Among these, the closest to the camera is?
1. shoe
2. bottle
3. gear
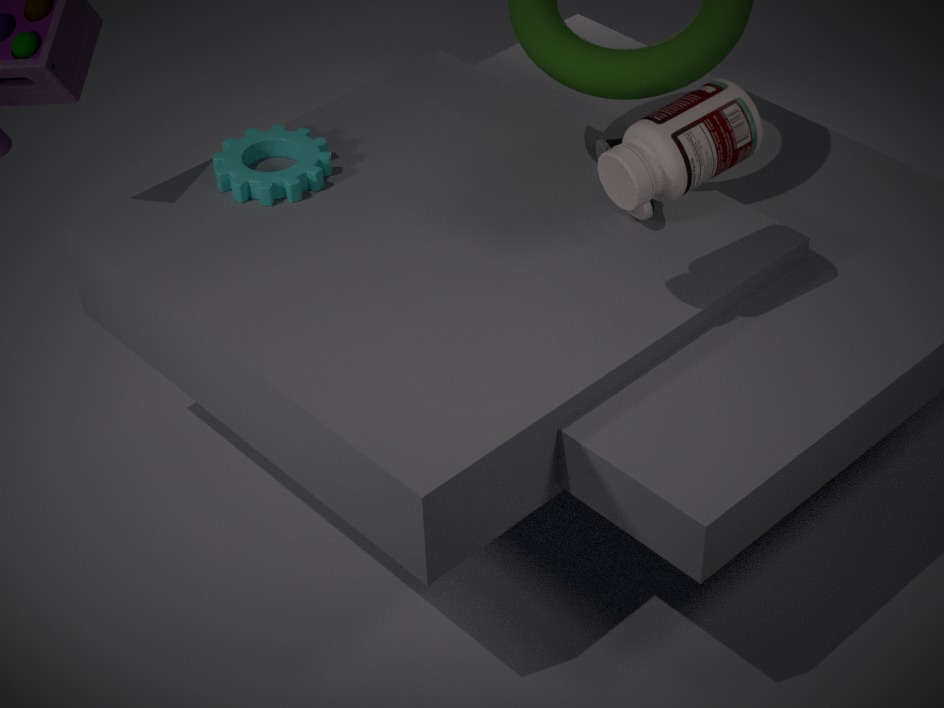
bottle
